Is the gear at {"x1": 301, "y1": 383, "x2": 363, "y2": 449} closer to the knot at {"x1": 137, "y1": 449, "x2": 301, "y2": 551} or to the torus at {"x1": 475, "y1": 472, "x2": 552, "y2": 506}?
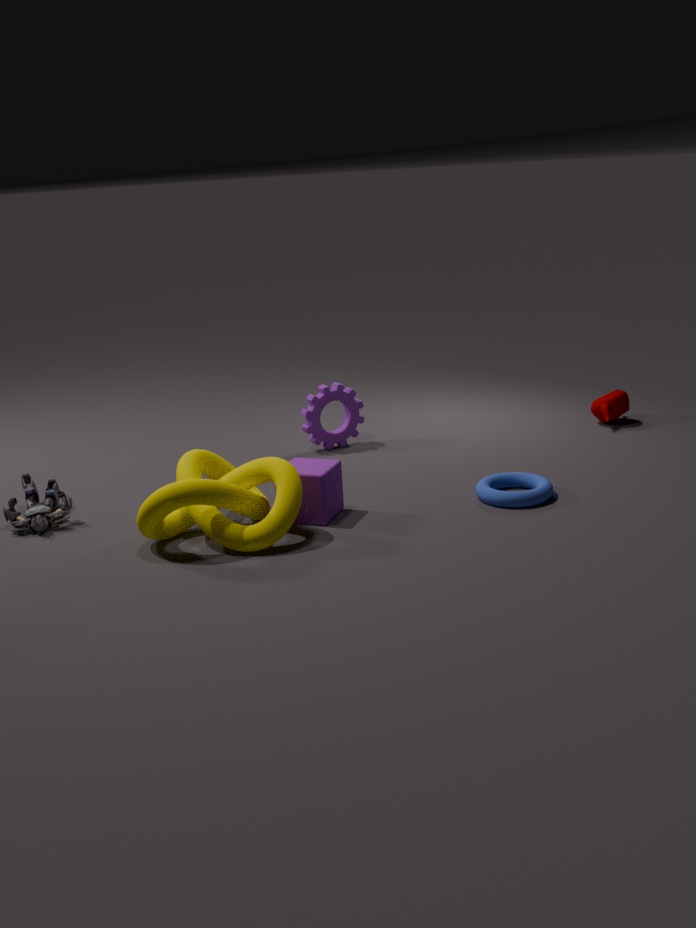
the knot at {"x1": 137, "y1": 449, "x2": 301, "y2": 551}
